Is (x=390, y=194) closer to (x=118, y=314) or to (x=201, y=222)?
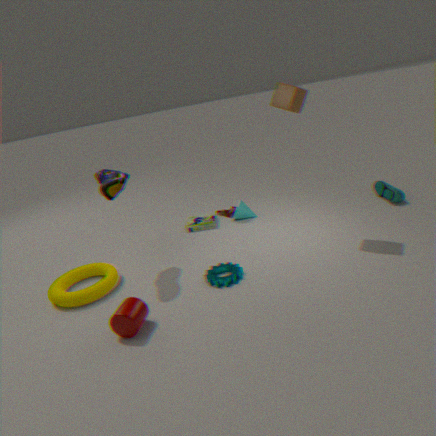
(x=201, y=222)
